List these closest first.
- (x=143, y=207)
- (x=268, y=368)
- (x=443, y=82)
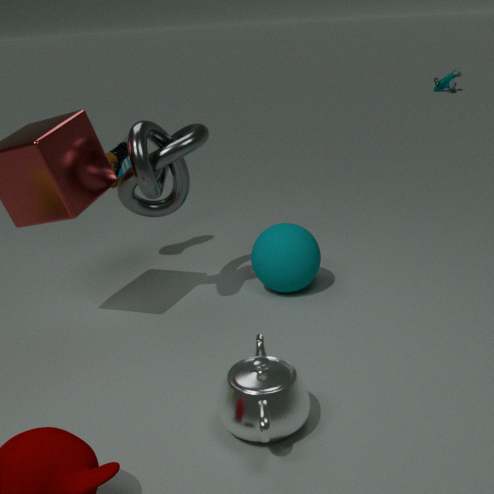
(x=268, y=368), (x=143, y=207), (x=443, y=82)
